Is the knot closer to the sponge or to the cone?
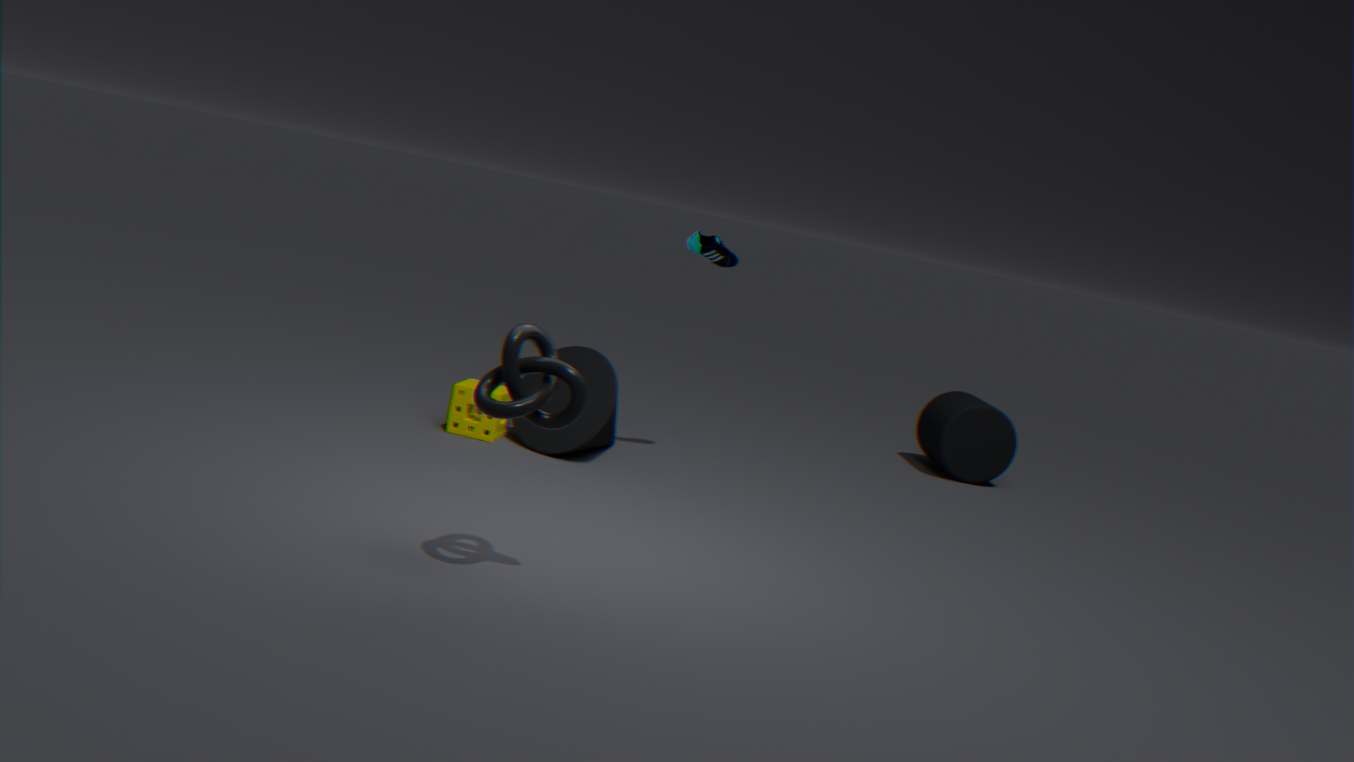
the cone
